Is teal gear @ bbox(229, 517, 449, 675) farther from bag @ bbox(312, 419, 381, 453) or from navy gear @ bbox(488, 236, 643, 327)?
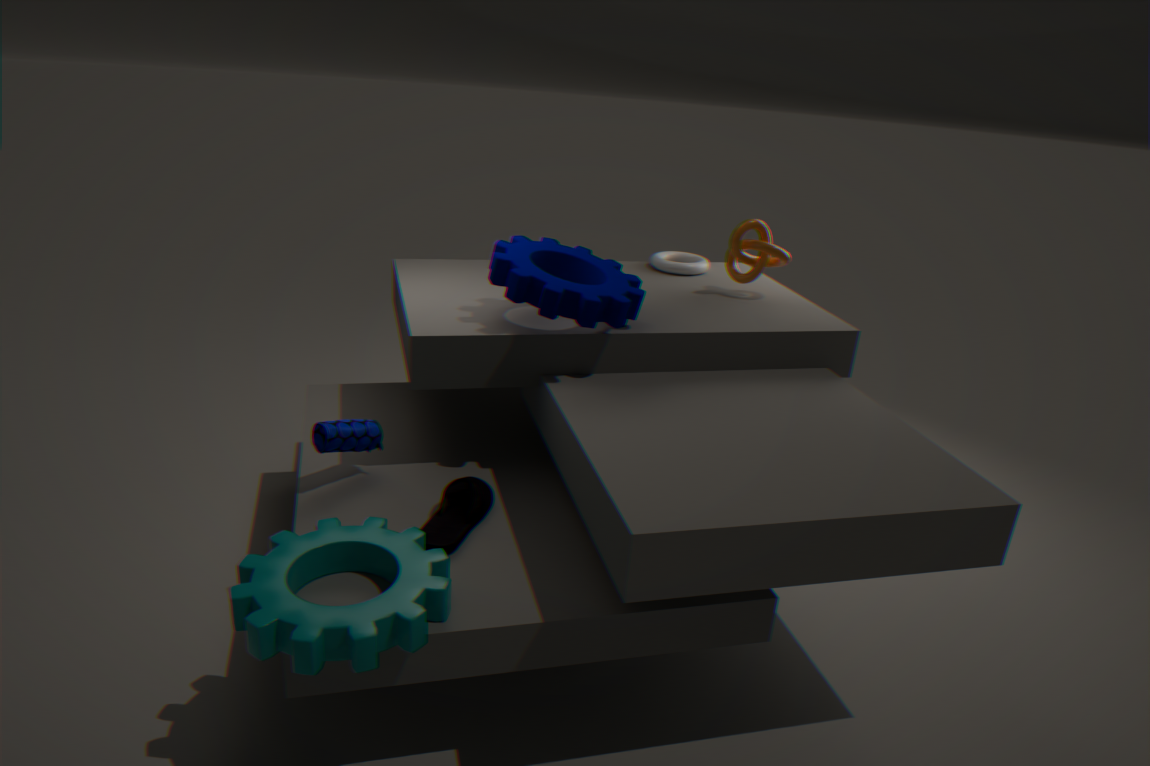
navy gear @ bbox(488, 236, 643, 327)
